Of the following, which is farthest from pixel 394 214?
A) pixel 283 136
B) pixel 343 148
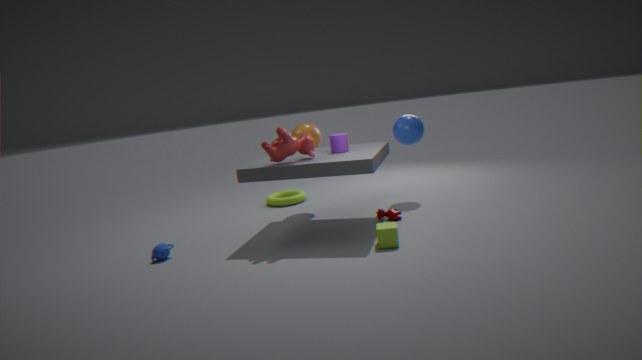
pixel 283 136
